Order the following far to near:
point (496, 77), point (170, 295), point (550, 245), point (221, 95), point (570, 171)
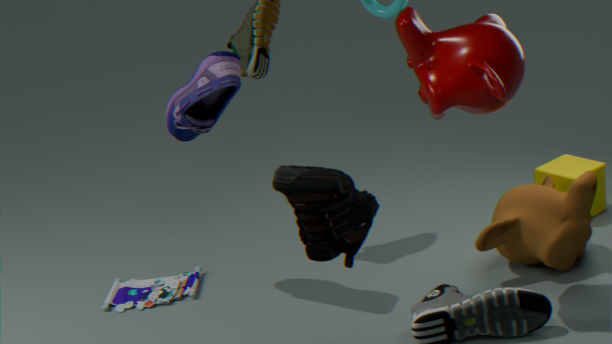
point (570, 171) → point (170, 295) → point (550, 245) → point (221, 95) → point (496, 77)
